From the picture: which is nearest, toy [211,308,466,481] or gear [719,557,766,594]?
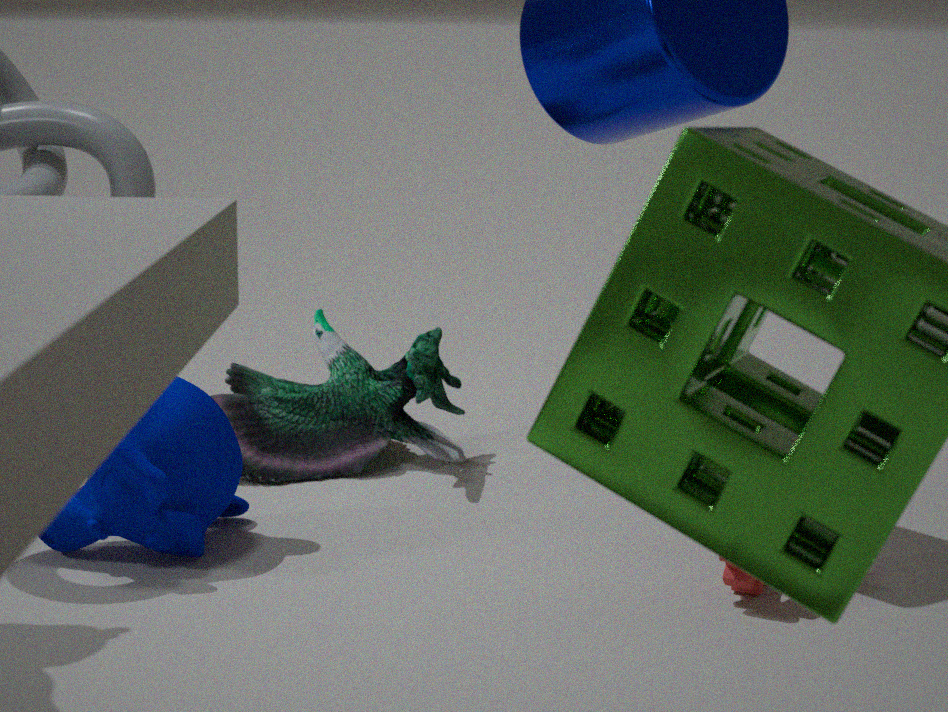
gear [719,557,766,594]
